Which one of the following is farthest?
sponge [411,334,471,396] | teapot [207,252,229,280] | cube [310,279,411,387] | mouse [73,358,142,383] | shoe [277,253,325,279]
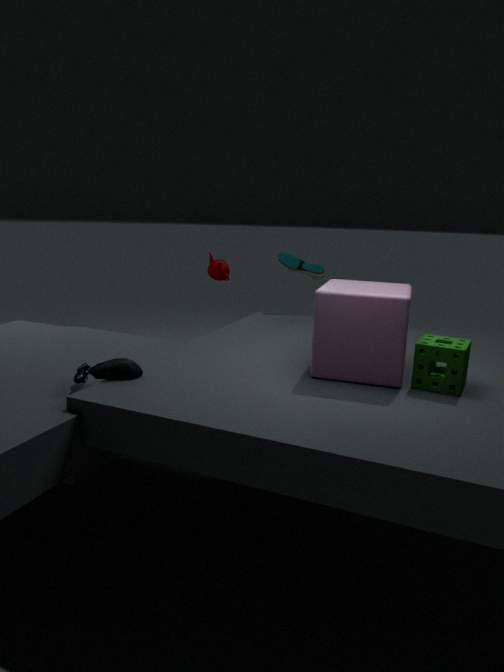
teapot [207,252,229,280]
